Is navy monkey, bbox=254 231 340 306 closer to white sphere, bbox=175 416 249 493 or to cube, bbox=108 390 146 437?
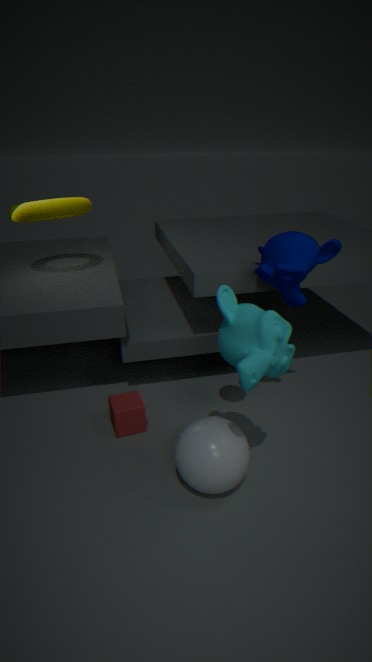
white sphere, bbox=175 416 249 493
